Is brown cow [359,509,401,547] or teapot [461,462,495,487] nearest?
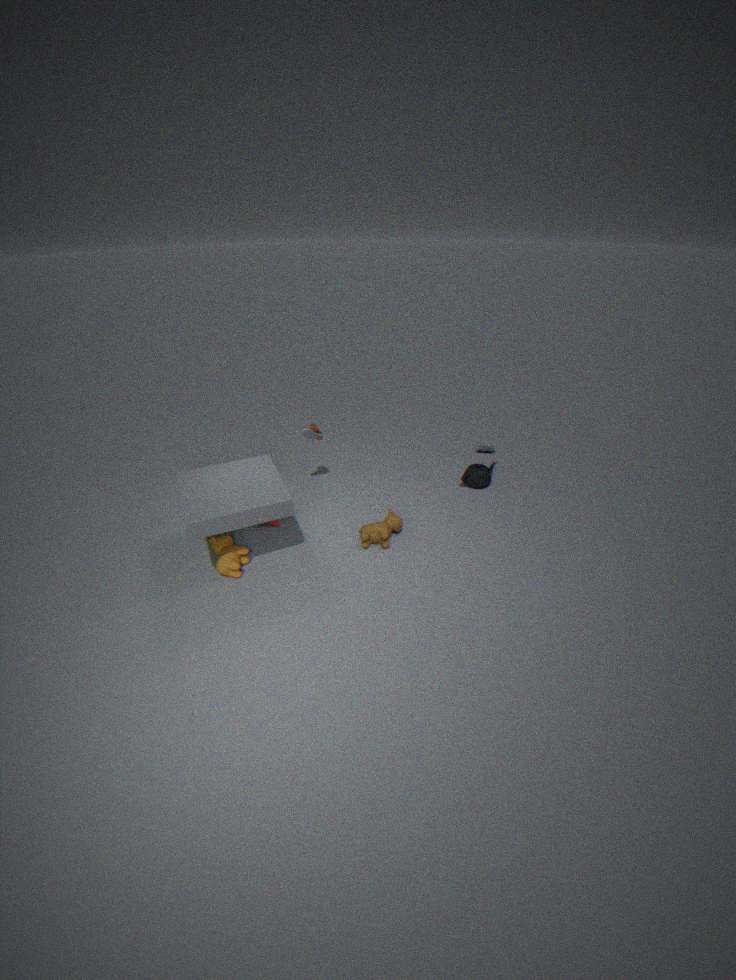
brown cow [359,509,401,547]
